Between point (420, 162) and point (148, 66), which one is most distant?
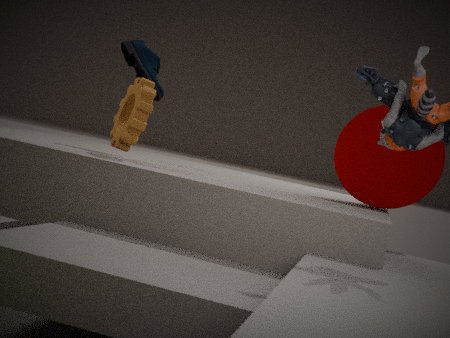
point (148, 66)
